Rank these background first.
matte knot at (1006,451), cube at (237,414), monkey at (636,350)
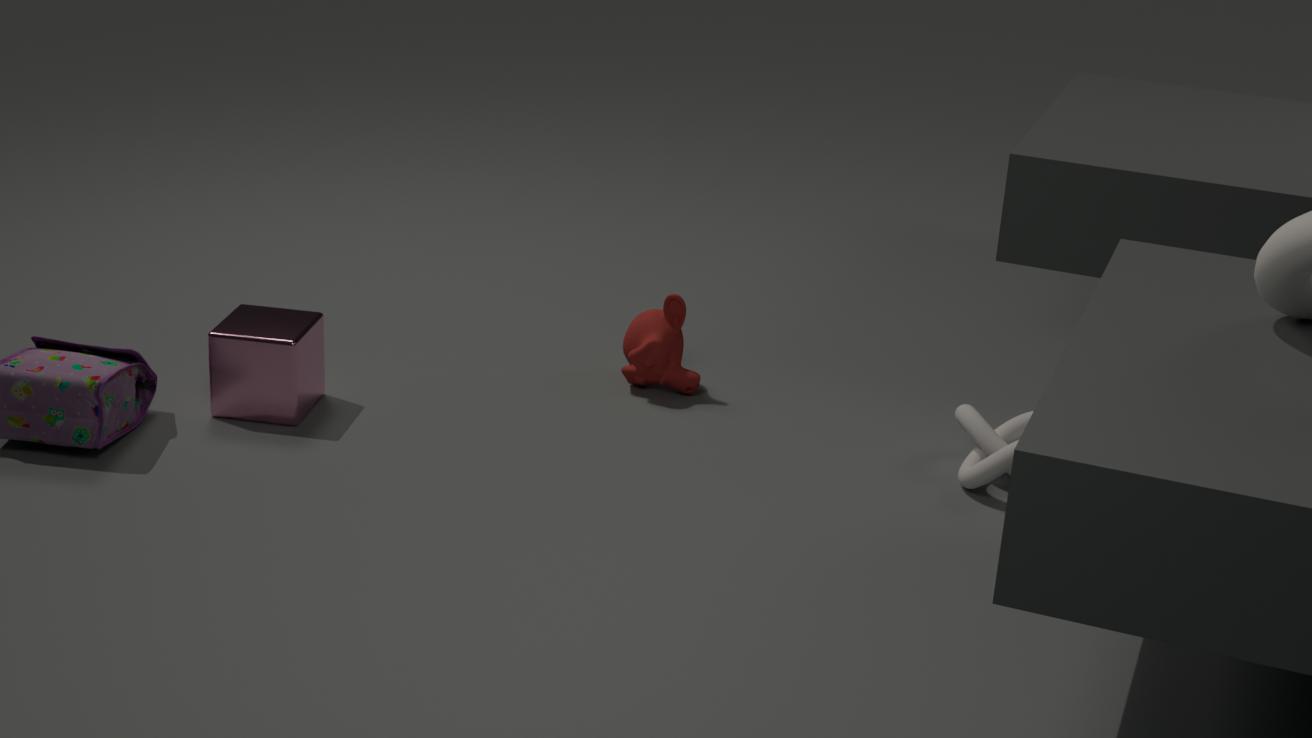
monkey at (636,350) → cube at (237,414) → matte knot at (1006,451)
